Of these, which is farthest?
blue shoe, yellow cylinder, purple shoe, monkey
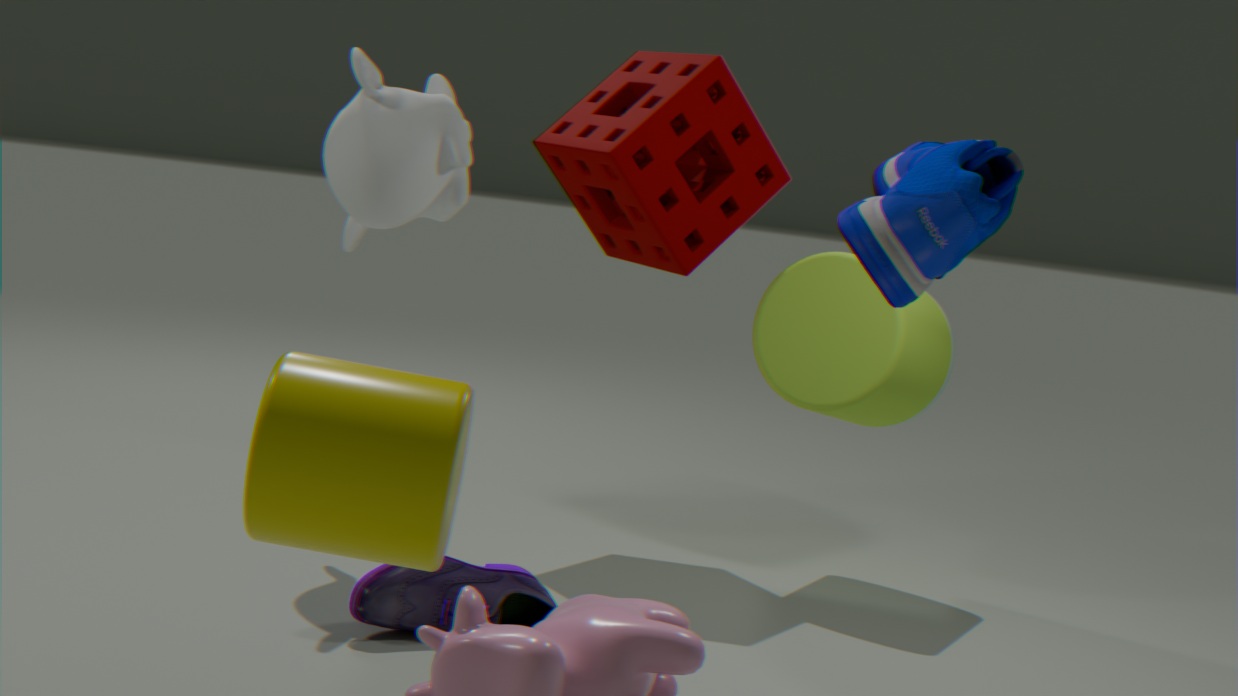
monkey
